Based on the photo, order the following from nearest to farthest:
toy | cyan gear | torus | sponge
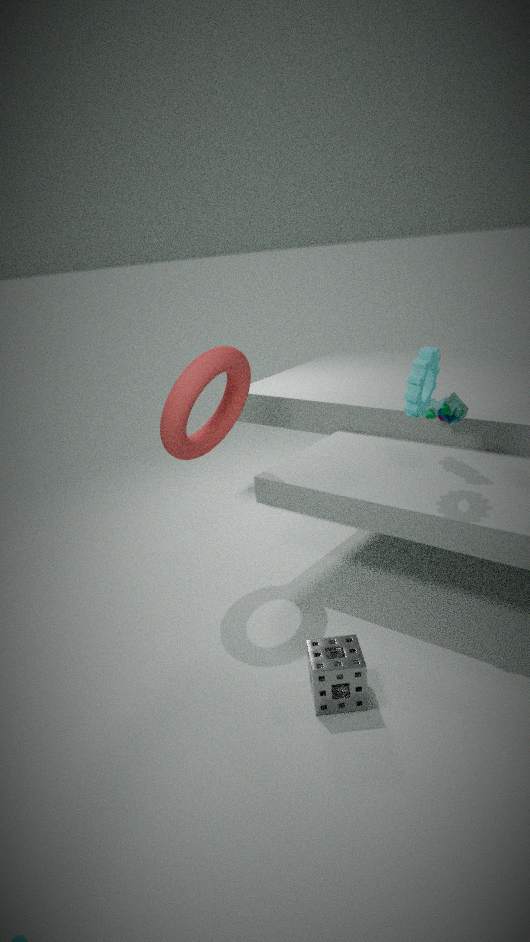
sponge < cyan gear < torus < toy
